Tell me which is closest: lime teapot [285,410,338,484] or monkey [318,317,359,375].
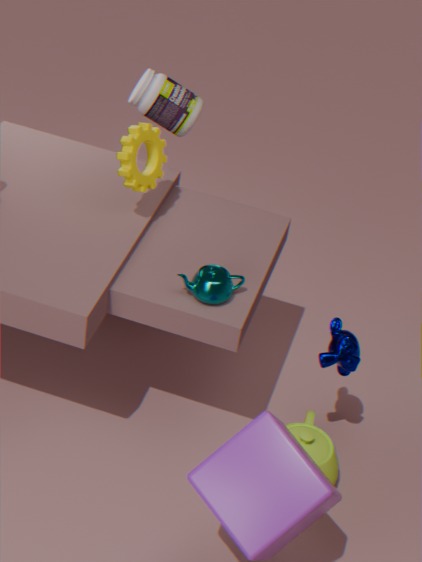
monkey [318,317,359,375]
